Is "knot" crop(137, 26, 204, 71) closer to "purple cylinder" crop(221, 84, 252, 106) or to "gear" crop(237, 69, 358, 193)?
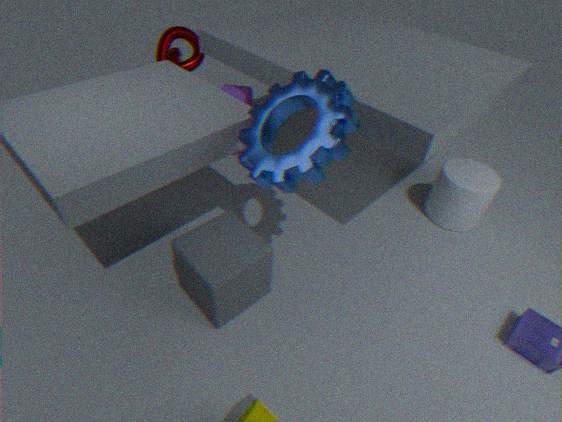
"purple cylinder" crop(221, 84, 252, 106)
